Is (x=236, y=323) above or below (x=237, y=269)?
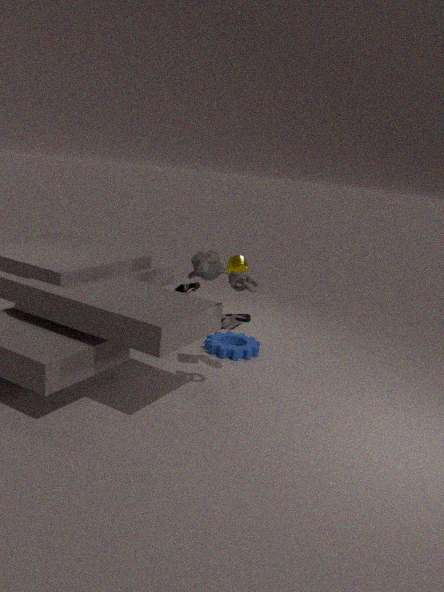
below
